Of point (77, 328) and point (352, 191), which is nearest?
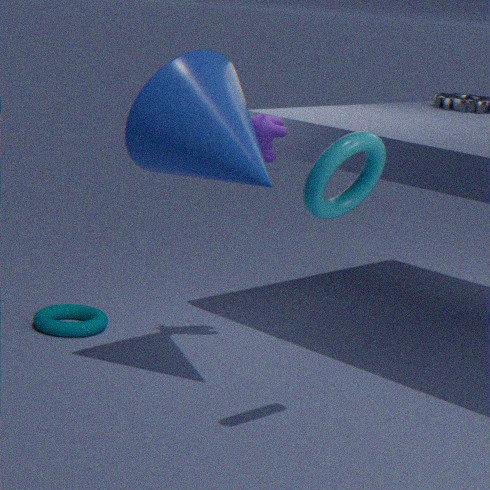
point (352, 191)
